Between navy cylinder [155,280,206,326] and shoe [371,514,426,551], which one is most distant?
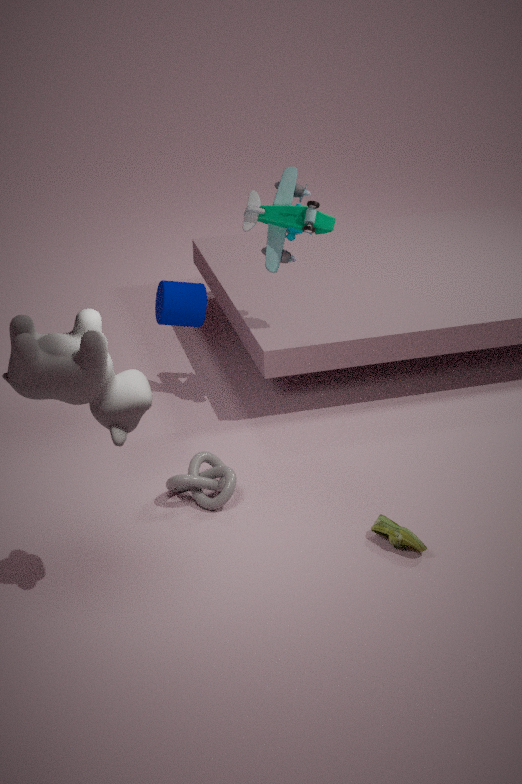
navy cylinder [155,280,206,326]
